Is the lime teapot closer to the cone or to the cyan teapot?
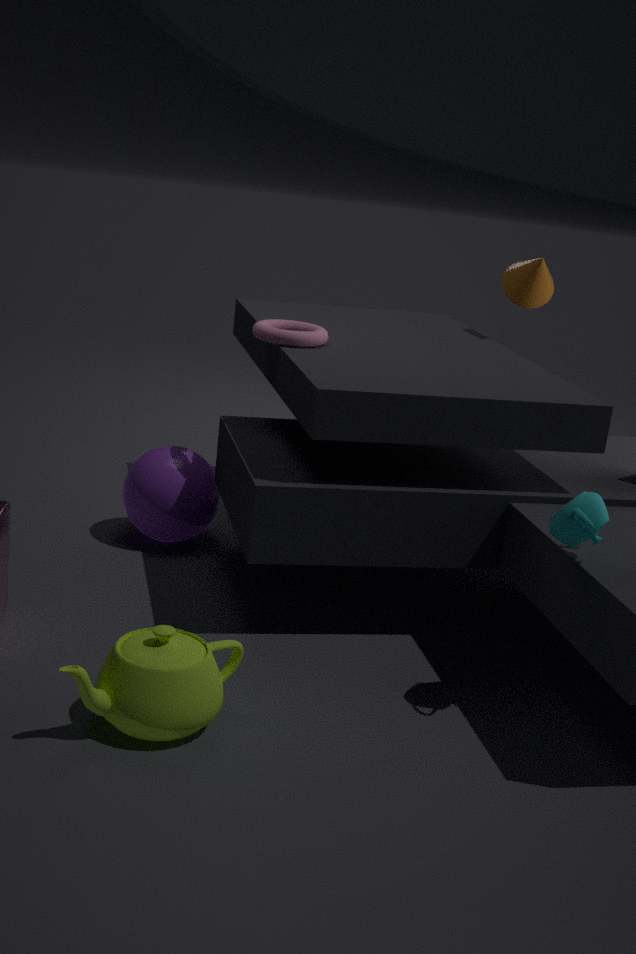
the cyan teapot
